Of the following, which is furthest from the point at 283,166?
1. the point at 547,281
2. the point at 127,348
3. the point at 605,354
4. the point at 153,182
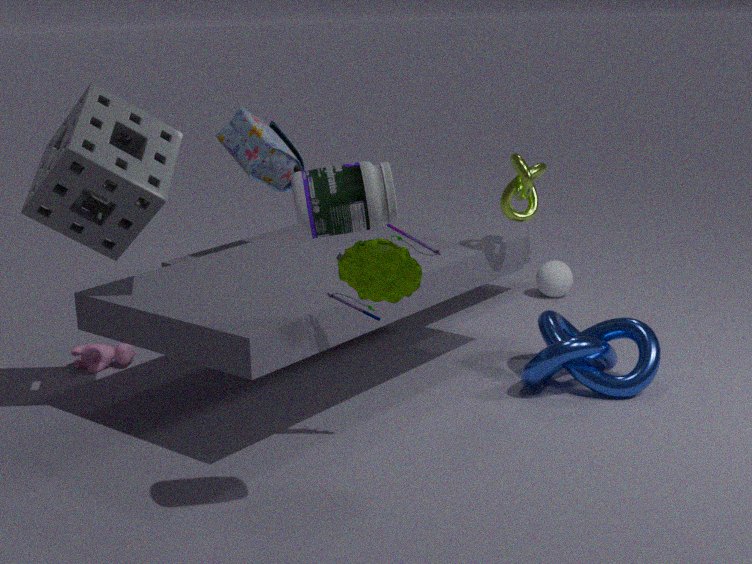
the point at 605,354
